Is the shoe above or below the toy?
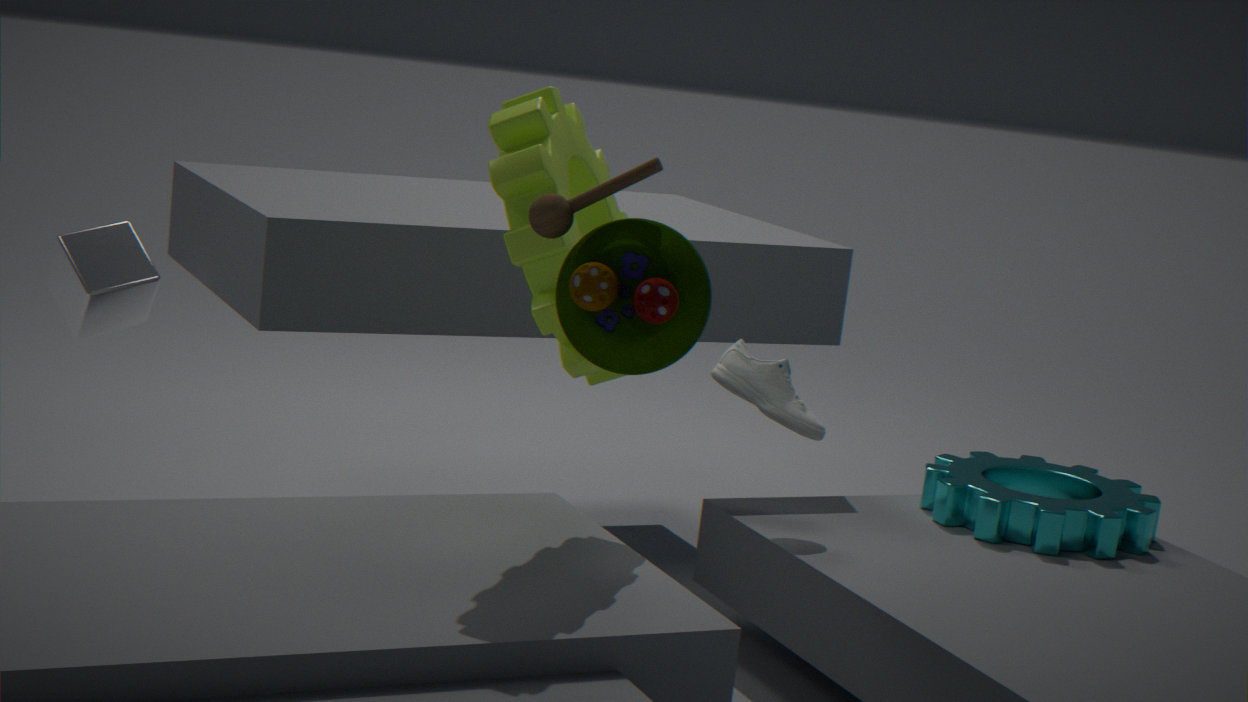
below
